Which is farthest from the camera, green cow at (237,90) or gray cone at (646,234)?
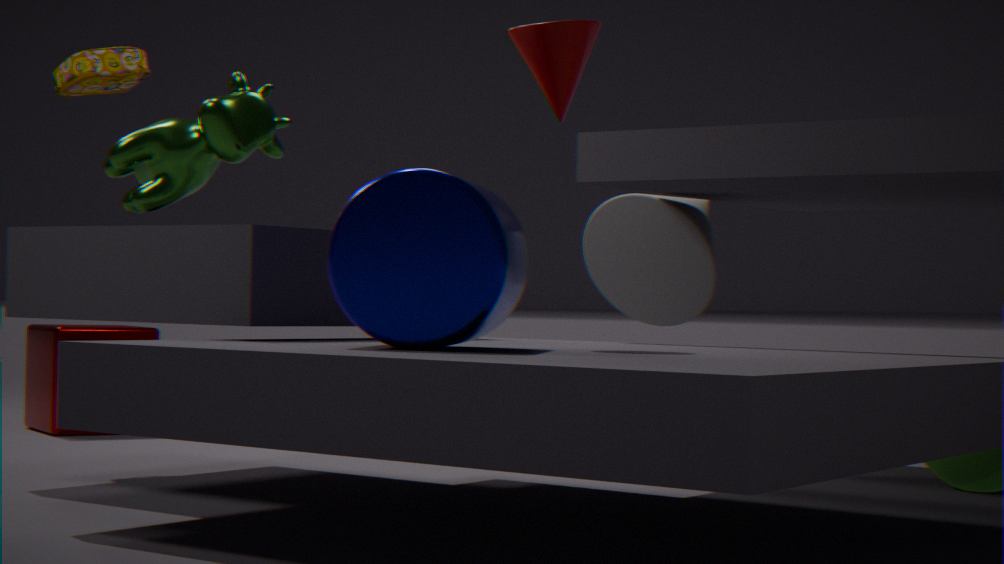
gray cone at (646,234)
